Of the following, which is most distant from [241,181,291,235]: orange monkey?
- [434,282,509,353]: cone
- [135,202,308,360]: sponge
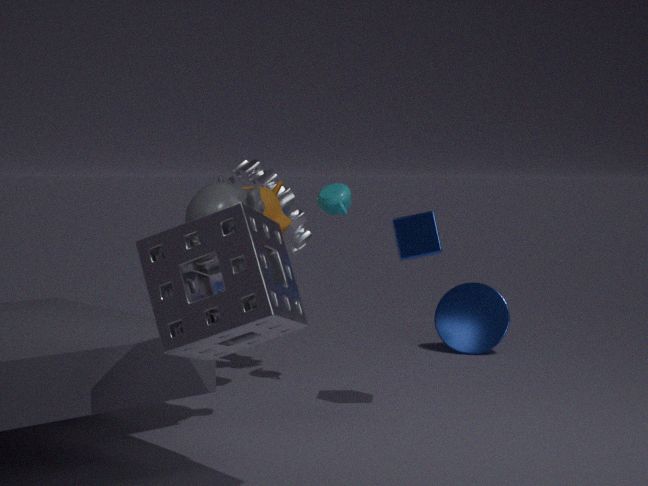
[434,282,509,353]: cone
